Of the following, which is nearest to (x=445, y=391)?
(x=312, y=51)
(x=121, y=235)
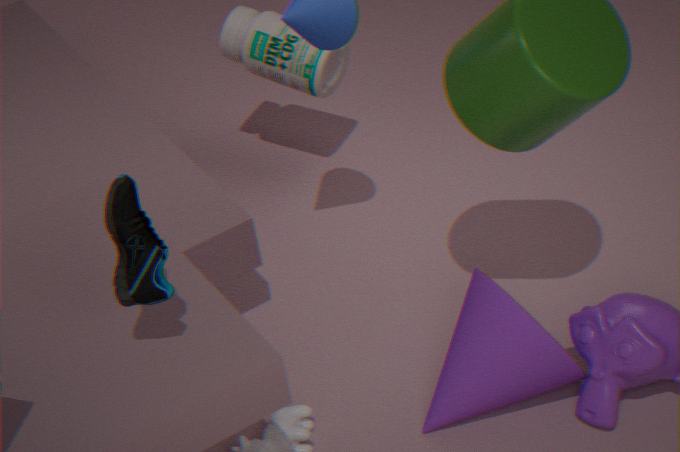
(x=121, y=235)
